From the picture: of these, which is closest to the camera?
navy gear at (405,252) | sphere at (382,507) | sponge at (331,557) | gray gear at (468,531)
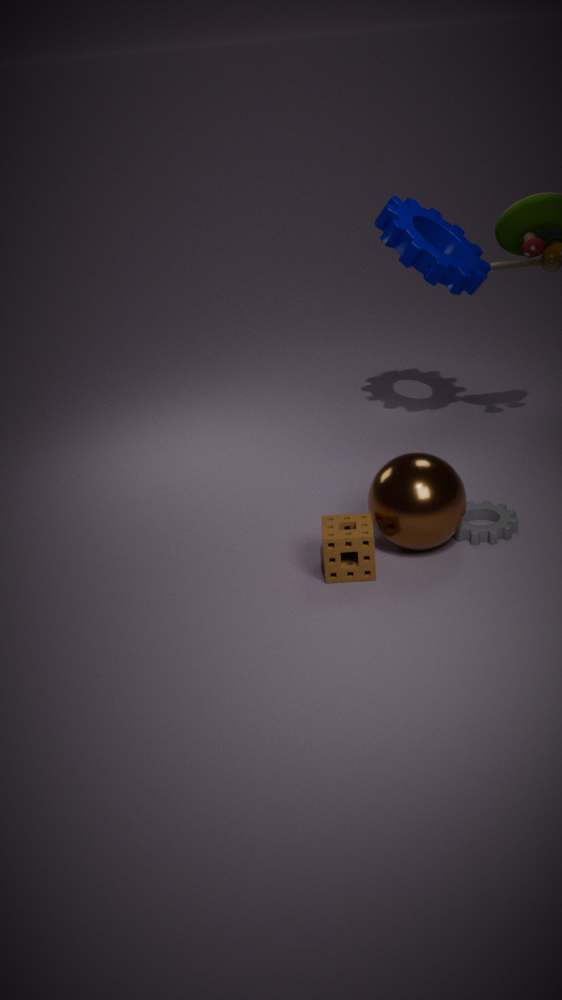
sponge at (331,557)
